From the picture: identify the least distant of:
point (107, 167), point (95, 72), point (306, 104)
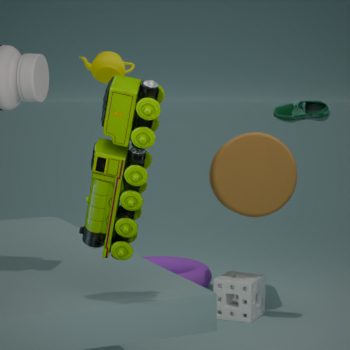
point (107, 167)
